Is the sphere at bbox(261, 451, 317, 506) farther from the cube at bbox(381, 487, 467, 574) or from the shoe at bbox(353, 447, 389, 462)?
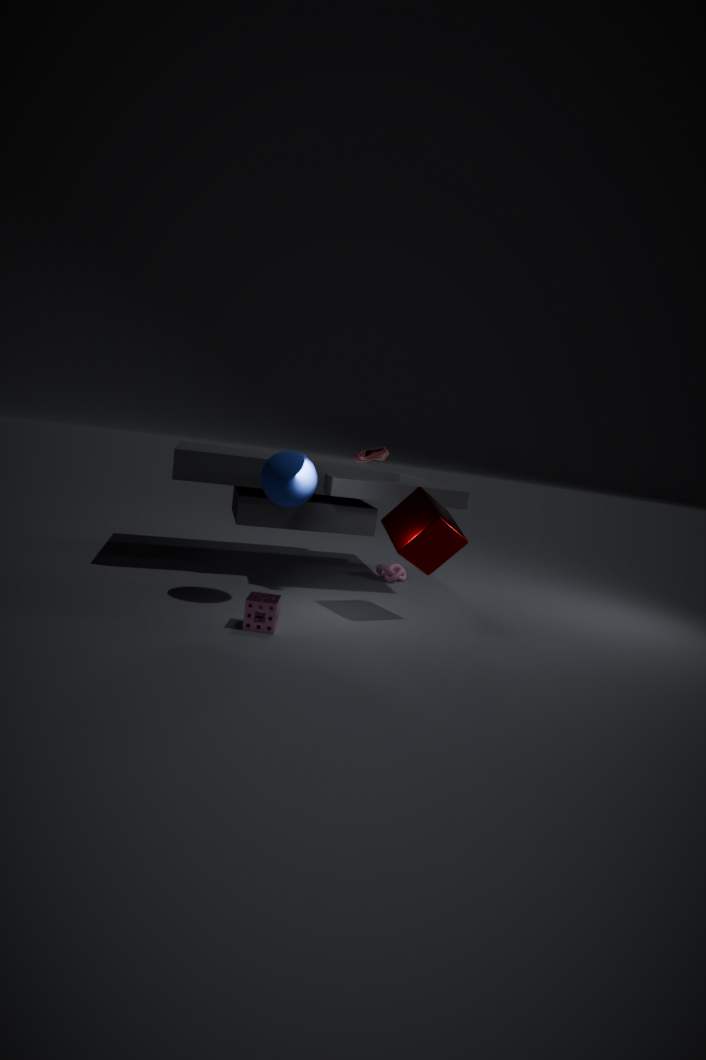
the cube at bbox(381, 487, 467, 574)
